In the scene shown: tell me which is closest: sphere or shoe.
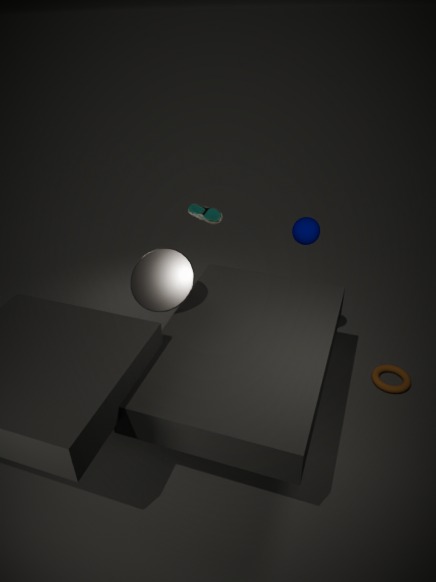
sphere
